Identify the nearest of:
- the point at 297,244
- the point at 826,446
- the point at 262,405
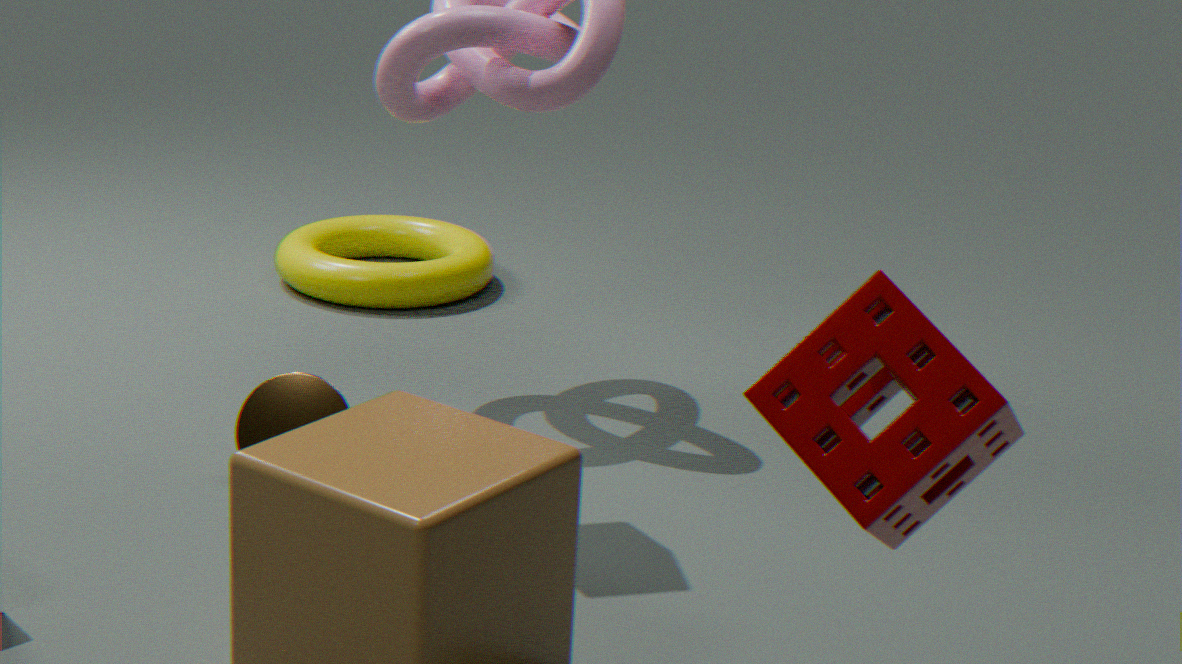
the point at 826,446
